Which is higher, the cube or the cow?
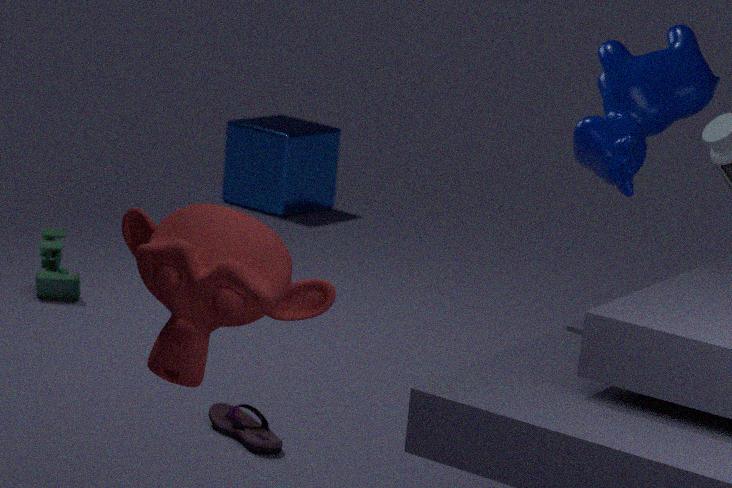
the cow
